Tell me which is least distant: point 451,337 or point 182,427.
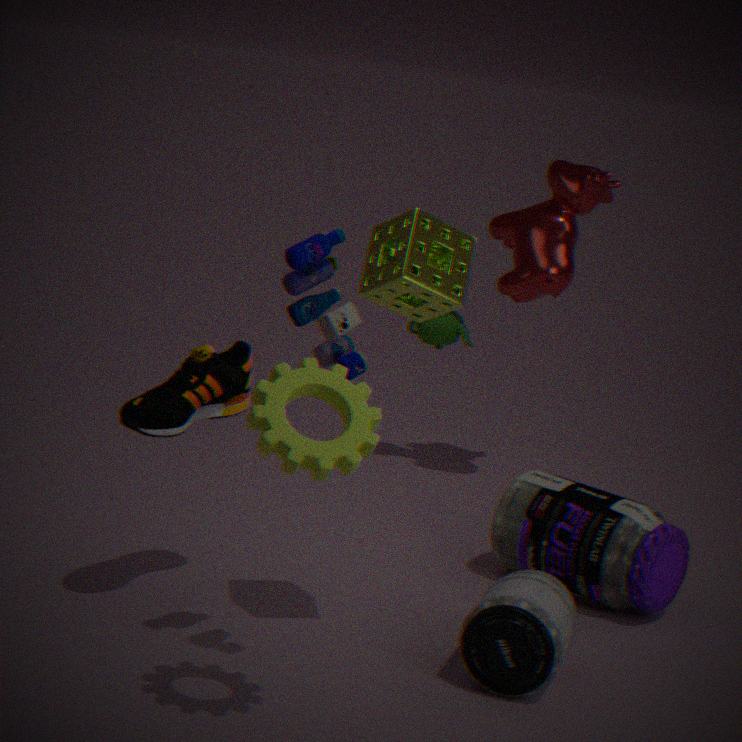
point 182,427
